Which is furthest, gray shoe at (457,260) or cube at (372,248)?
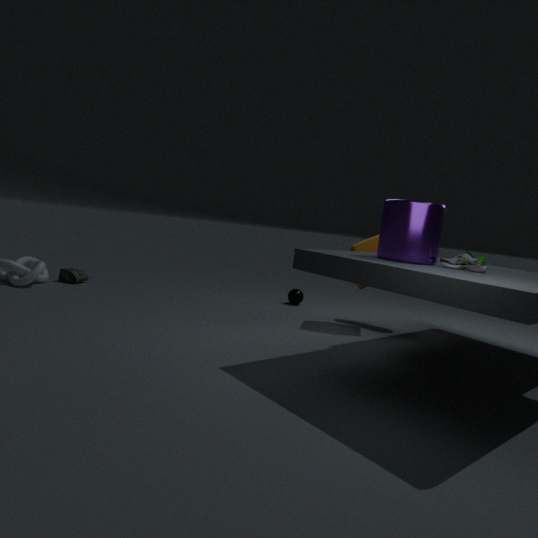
cube at (372,248)
